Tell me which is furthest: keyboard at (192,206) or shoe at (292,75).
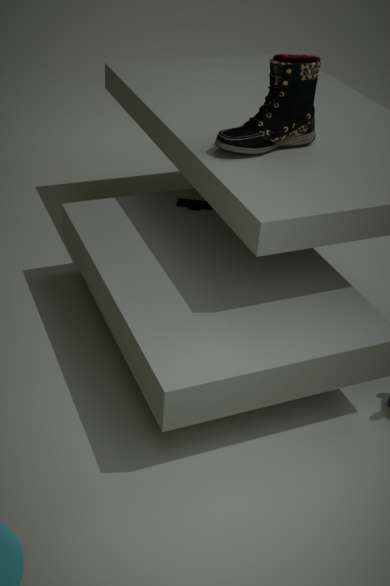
keyboard at (192,206)
